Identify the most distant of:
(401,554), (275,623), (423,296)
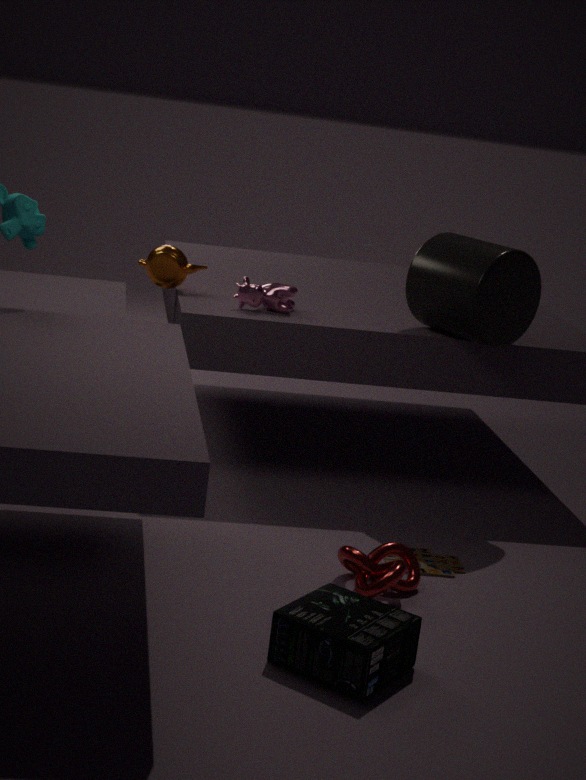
(423,296)
